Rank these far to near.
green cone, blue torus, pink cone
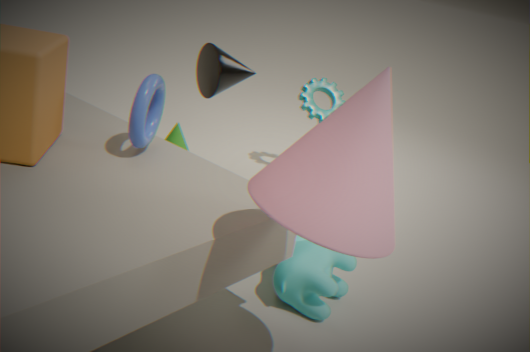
green cone, blue torus, pink cone
